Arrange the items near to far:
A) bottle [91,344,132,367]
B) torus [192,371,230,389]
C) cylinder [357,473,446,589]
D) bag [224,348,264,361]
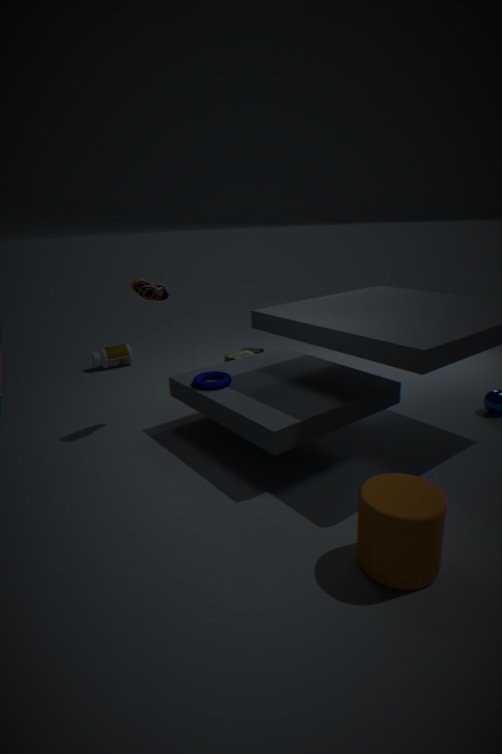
cylinder [357,473,446,589], torus [192,371,230,389], bag [224,348,264,361], bottle [91,344,132,367]
